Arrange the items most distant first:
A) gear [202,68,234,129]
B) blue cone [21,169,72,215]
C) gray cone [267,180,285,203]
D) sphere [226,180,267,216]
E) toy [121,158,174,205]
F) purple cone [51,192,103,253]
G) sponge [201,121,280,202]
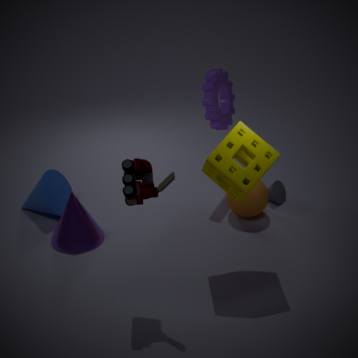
gray cone [267,180,285,203], gear [202,68,234,129], blue cone [21,169,72,215], sphere [226,180,267,216], purple cone [51,192,103,253], sponge [201,121,280,202], toy [121,158,174,205]
